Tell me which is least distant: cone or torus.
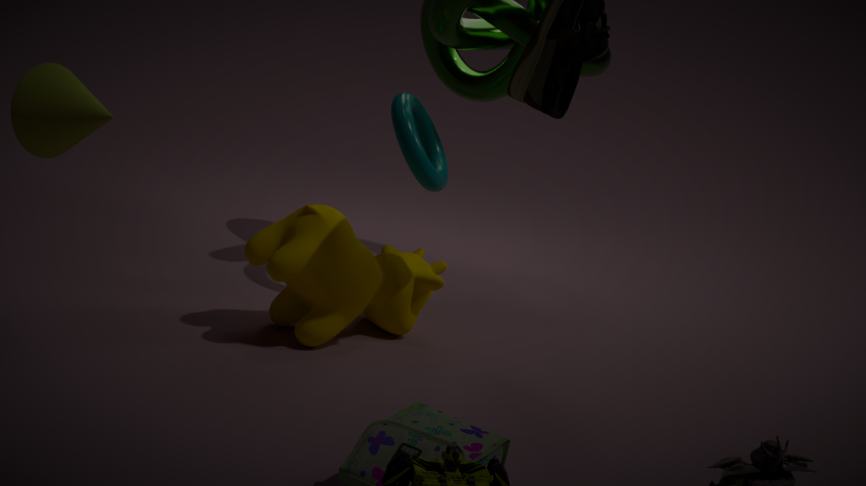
cone
